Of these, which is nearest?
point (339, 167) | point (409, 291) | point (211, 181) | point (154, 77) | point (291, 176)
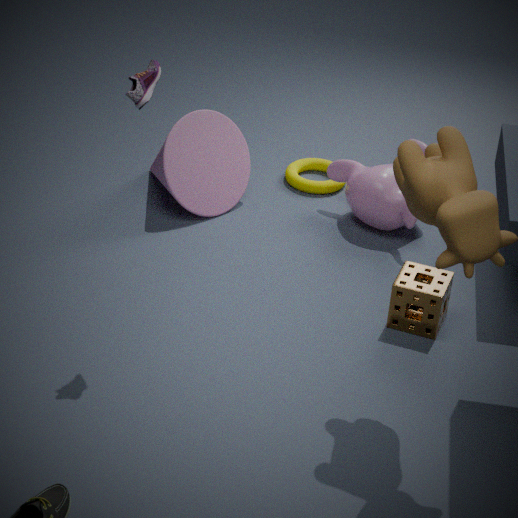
point (154, 77)
